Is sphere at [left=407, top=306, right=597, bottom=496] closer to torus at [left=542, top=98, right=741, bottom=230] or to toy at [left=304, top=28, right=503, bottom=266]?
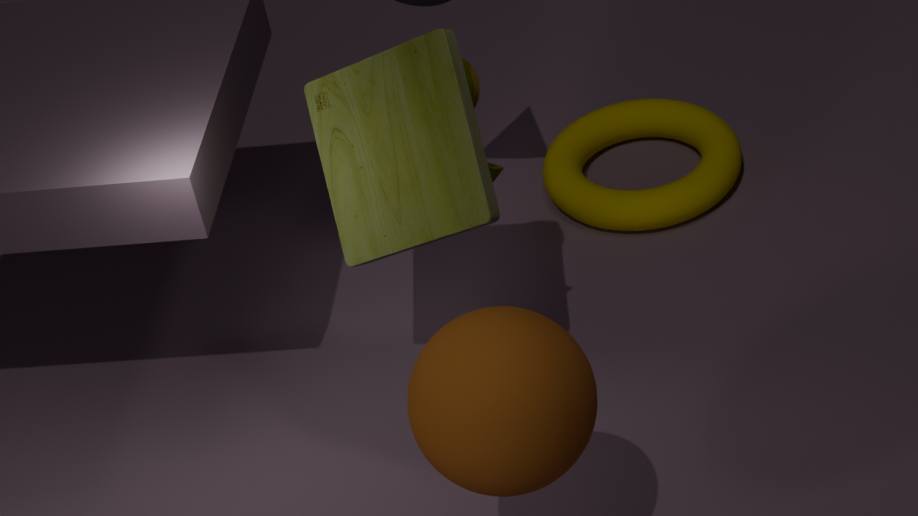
toy at [left=304, top=28, right=503, bottom=266]
